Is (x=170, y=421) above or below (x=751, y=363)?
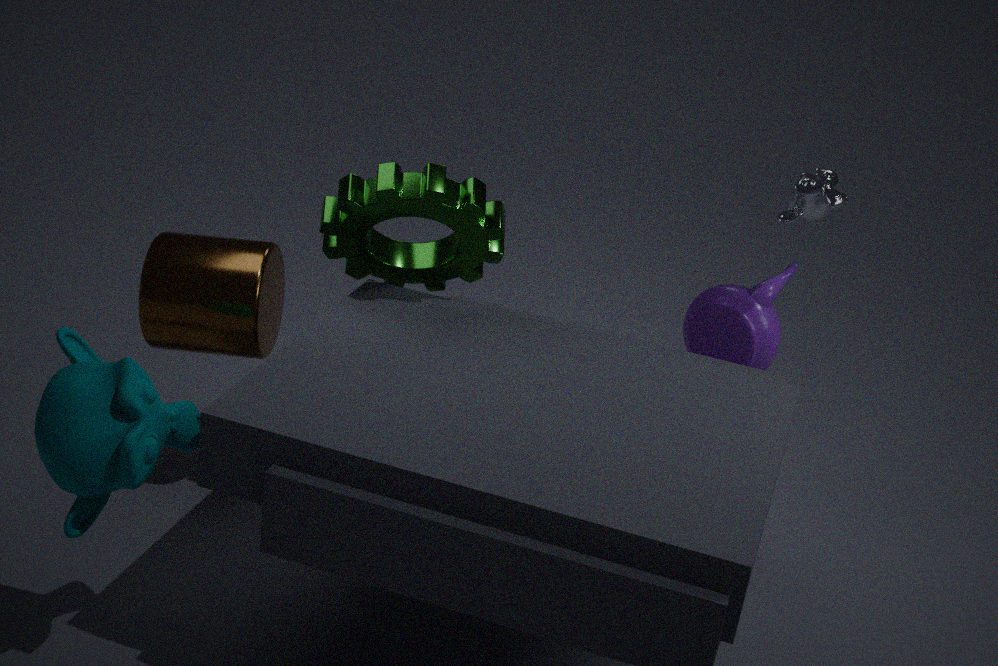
above
